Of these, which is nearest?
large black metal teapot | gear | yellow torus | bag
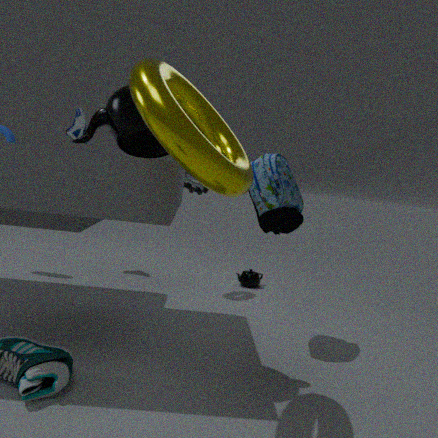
yellow torus
